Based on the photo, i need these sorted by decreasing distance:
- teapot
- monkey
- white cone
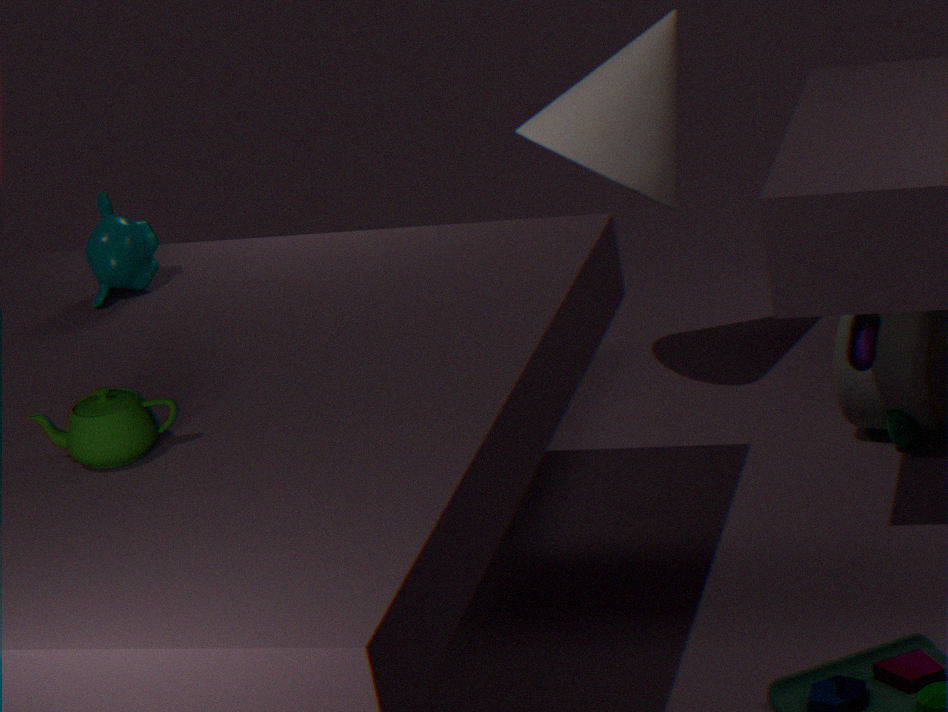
white cone
monkey
teapot
